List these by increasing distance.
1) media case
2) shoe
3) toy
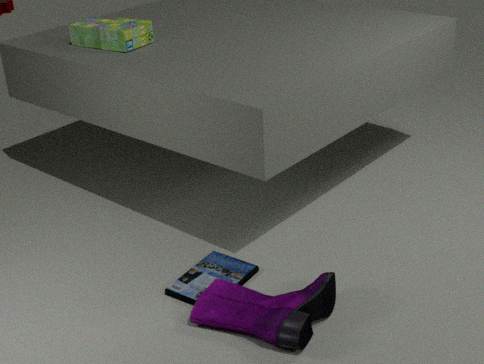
2. shoe < 1. media case < 3. toy
